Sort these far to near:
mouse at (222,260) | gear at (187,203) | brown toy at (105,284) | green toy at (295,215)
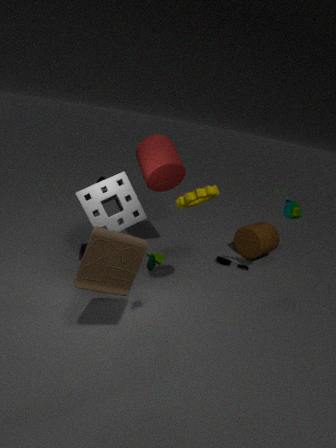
mouse at (222,260)
green toy at (295,215)
gear at (187,203)
brown toy at (105,284)
